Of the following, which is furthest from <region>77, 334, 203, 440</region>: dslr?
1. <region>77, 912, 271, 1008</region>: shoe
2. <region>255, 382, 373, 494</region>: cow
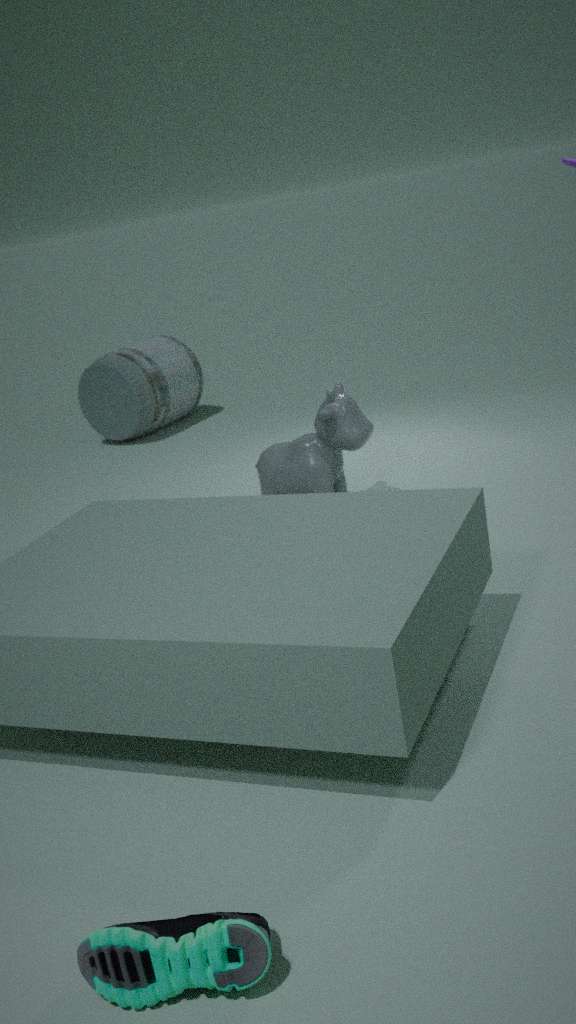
<region>77, 912, 271, 1008</region>: shoe
